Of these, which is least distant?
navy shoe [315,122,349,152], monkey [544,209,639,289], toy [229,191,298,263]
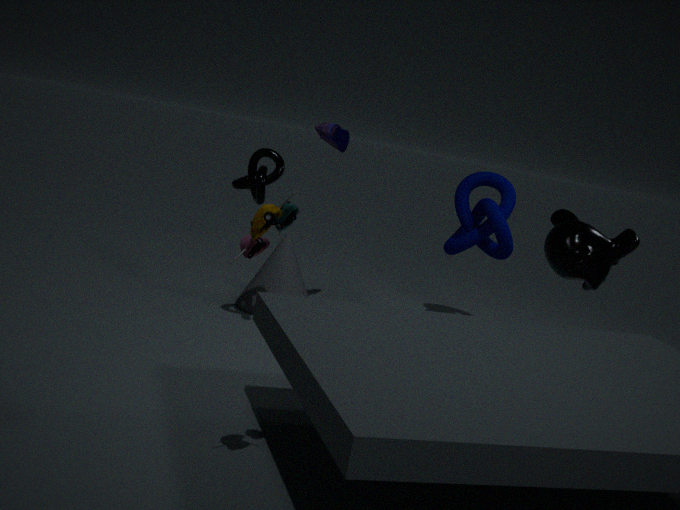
toy [229,191,298,263]
